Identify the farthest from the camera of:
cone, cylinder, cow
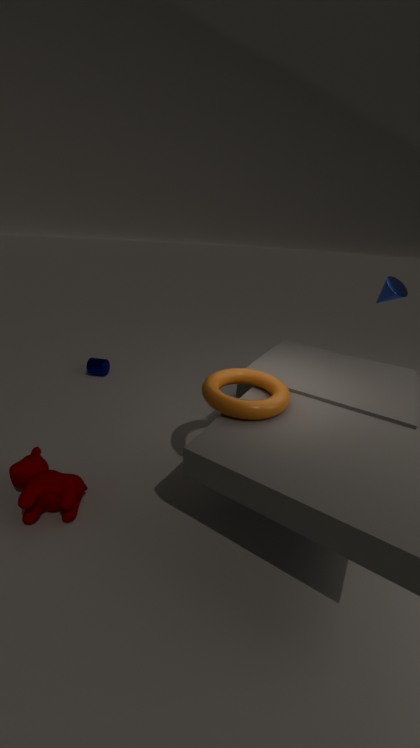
cylinder
